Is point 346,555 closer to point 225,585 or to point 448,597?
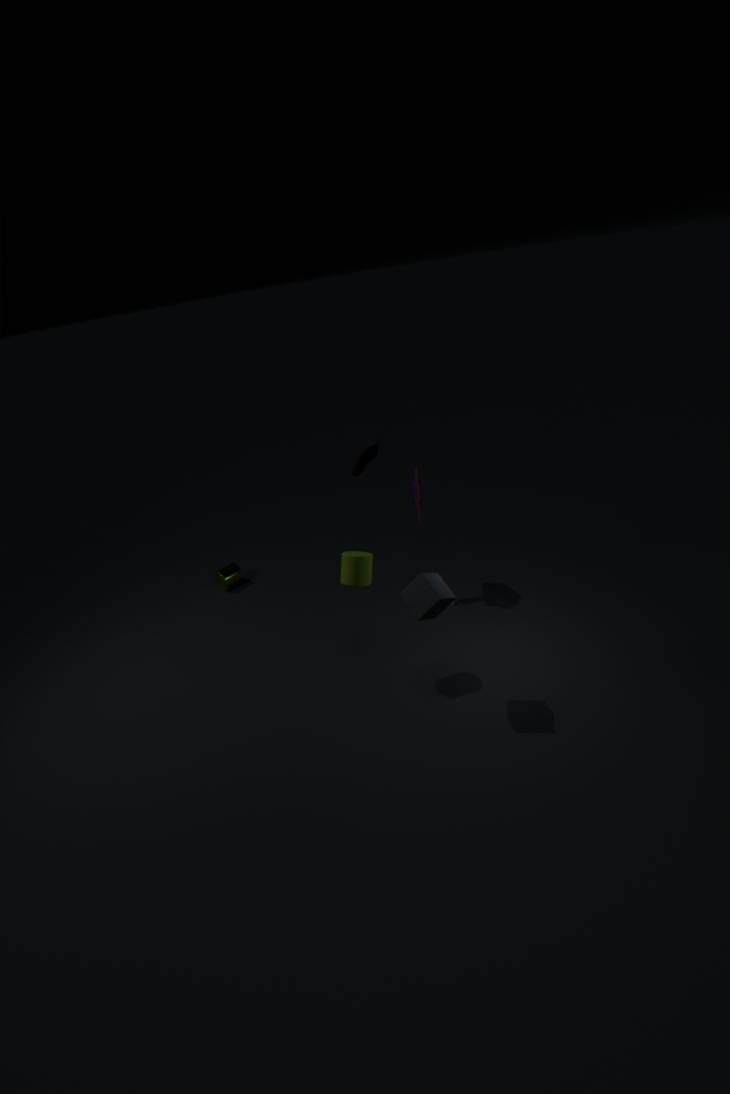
point 448,597
